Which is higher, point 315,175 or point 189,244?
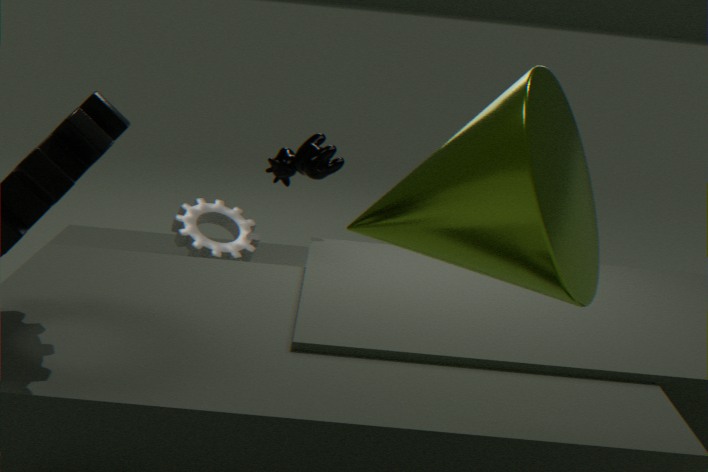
point 315,175
